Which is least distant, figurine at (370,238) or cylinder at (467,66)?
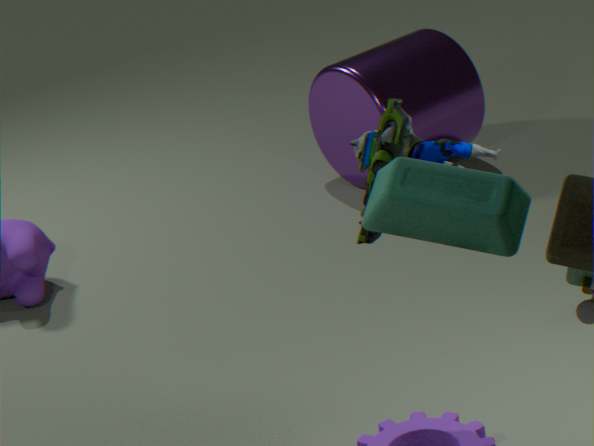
figurine at (370,238)
